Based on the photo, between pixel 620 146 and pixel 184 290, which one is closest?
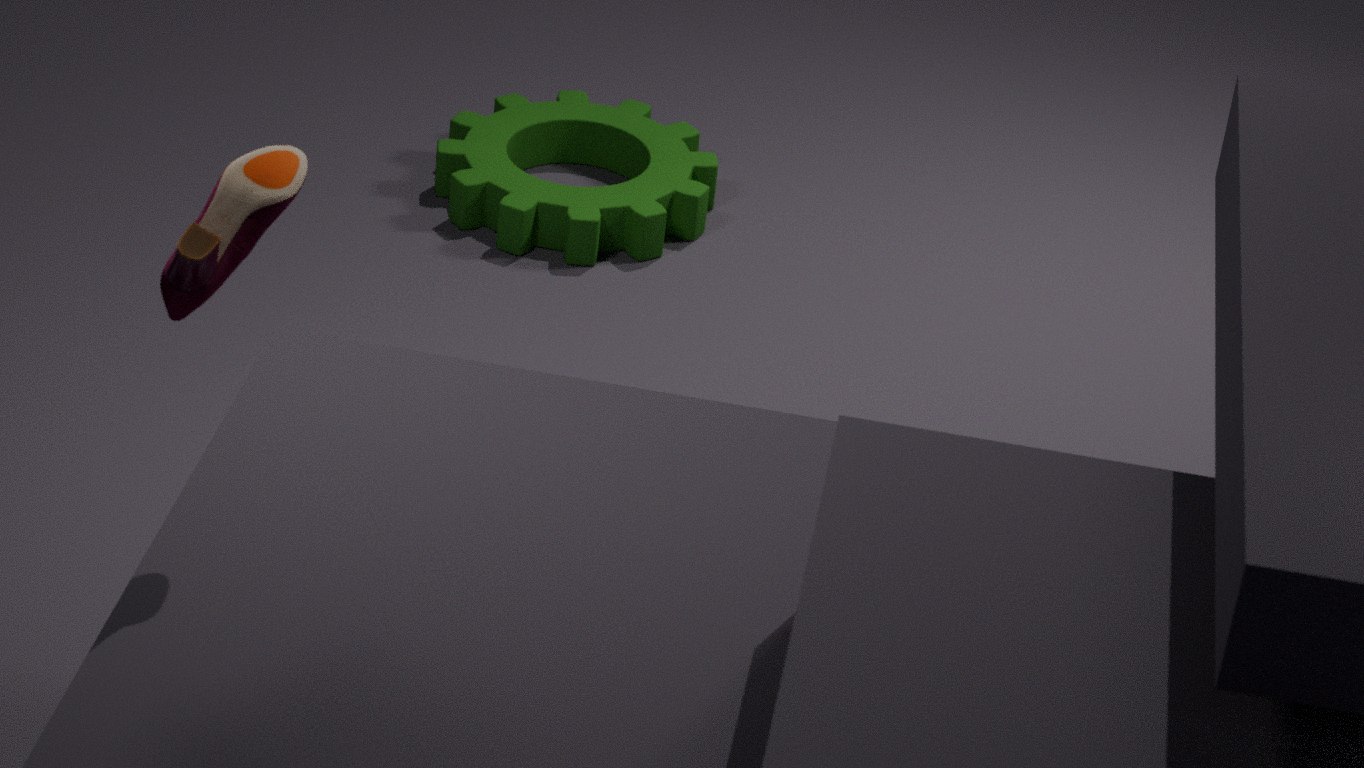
pixel 184 290
